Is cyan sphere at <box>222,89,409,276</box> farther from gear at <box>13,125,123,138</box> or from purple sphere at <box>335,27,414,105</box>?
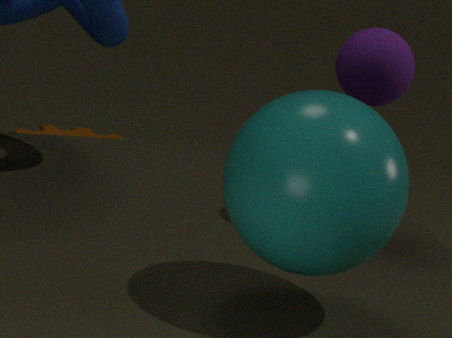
gear at <box>13,125,123,138</box>
